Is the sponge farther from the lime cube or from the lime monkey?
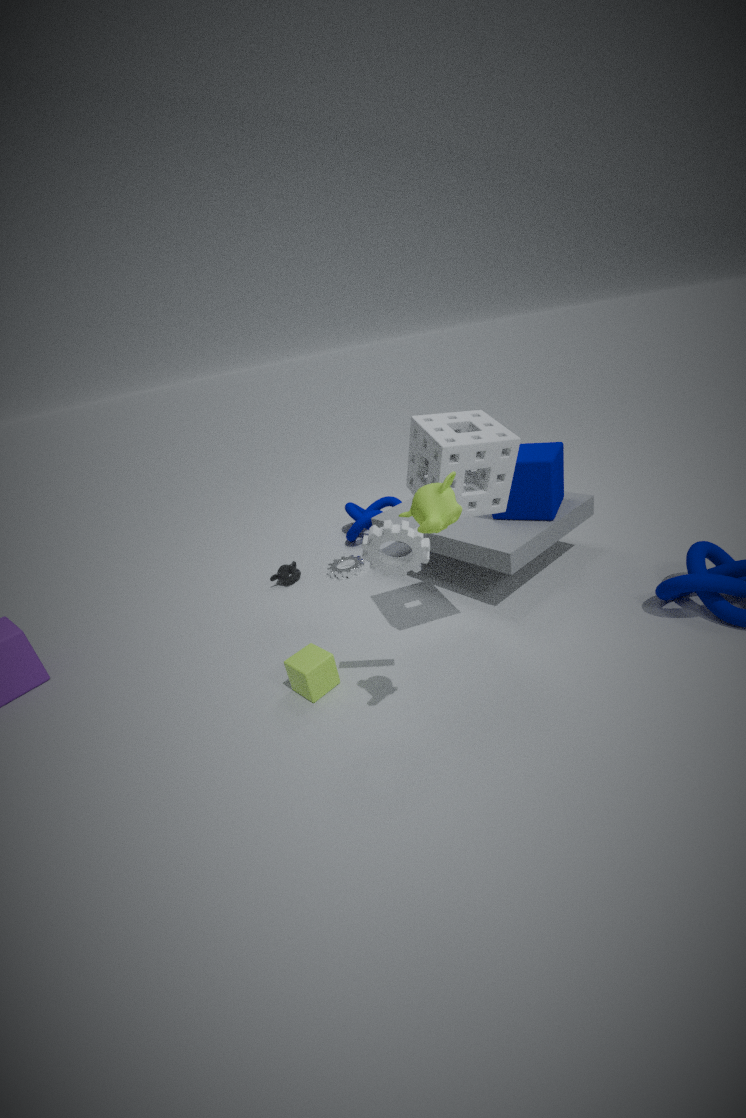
the lime cube
